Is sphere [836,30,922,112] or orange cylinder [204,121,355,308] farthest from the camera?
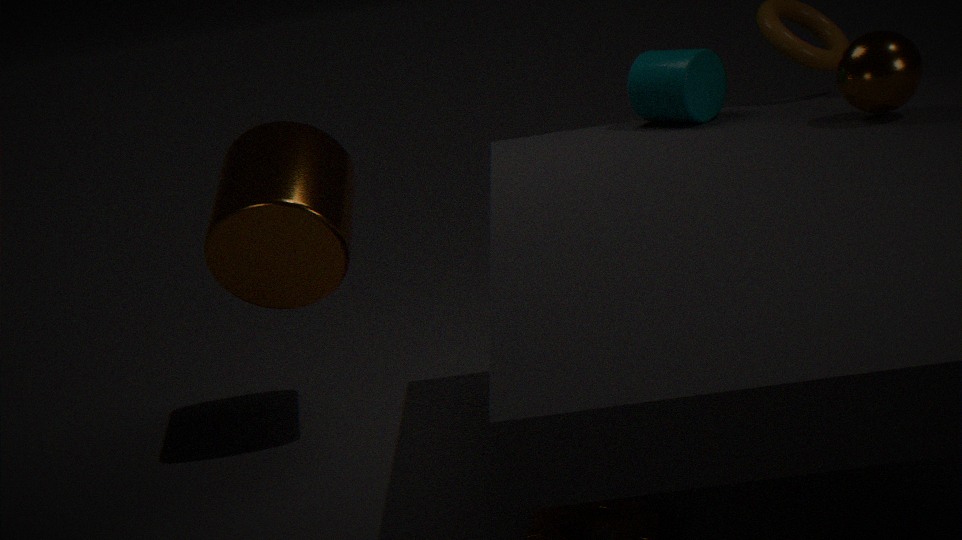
orange cylinder [204,121,355,308]
